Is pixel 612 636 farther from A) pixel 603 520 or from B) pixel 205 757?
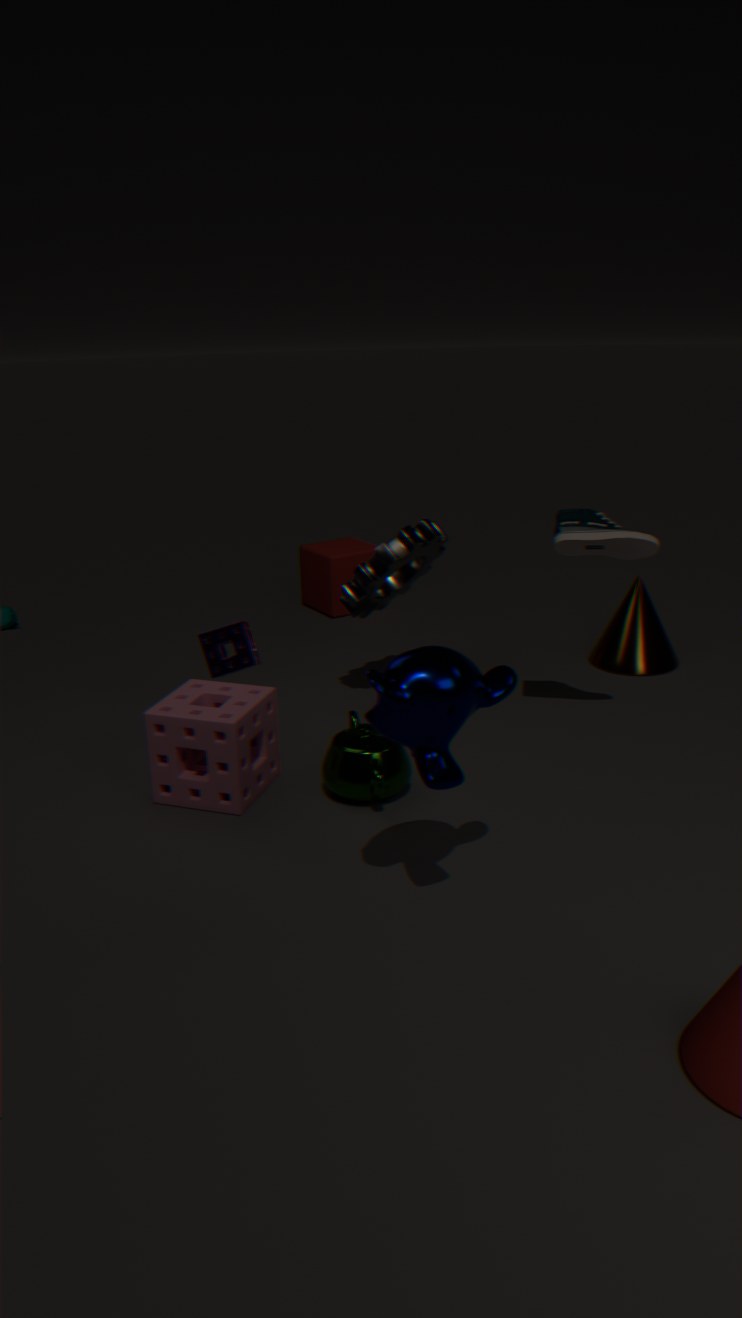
B) pixel 205 757
